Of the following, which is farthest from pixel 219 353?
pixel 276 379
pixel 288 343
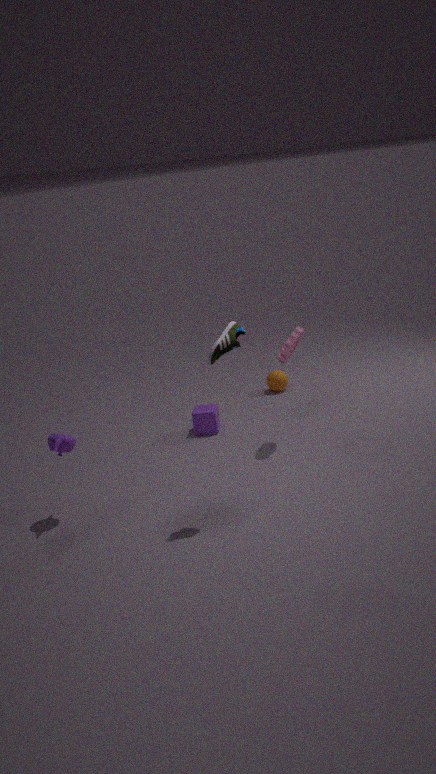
pixel 276 379
